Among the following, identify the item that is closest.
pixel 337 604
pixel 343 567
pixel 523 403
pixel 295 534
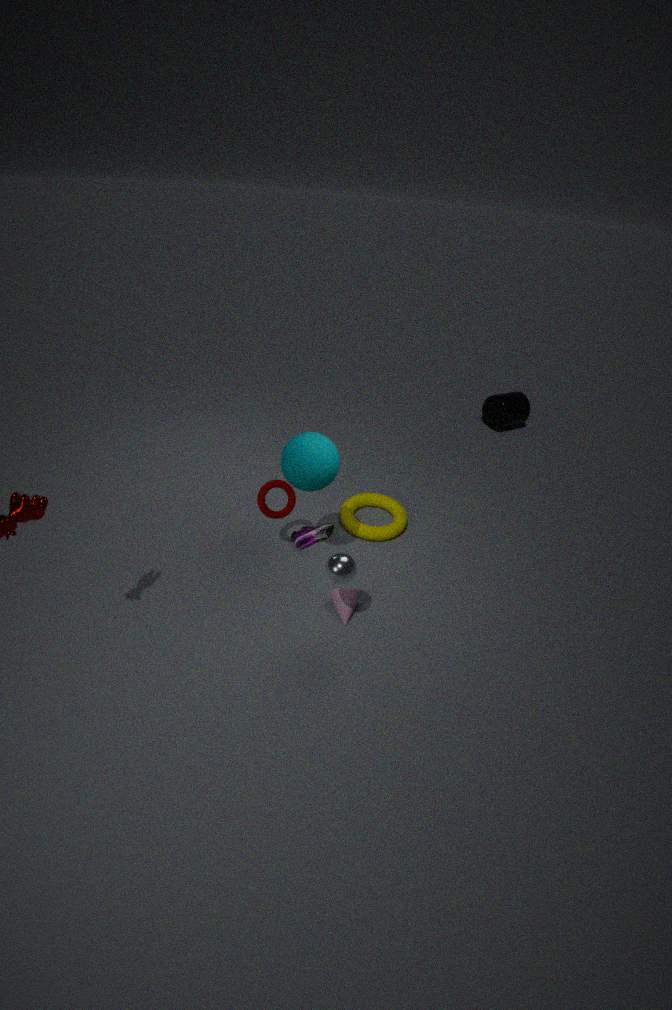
pixel 343 567
